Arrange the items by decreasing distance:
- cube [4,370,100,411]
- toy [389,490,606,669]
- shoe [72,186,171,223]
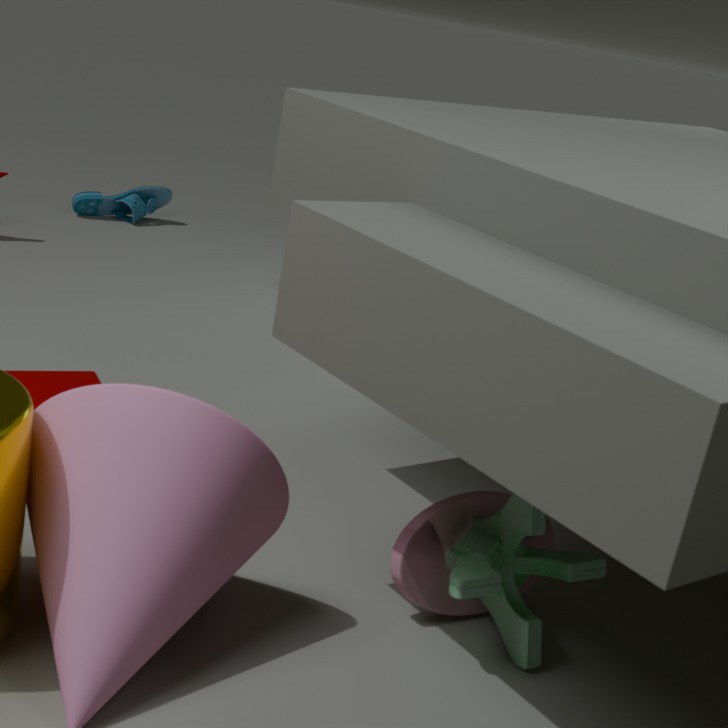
shoe [72,186,171,223]
cube [4,370,100,411]
toy [389,490,606,669]
